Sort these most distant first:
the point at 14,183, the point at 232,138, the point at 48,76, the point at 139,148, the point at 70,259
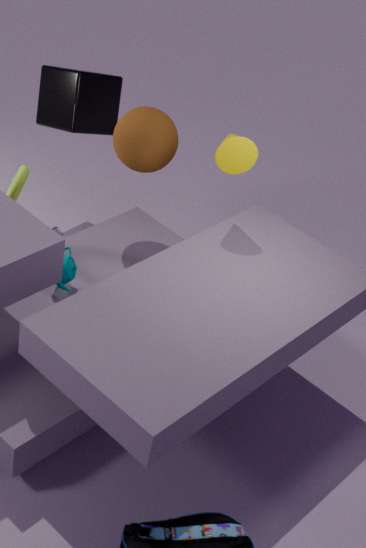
the point at 48,76, the point at 139,148, the point at 14,183, the point at 70,259, the point at 232,138
